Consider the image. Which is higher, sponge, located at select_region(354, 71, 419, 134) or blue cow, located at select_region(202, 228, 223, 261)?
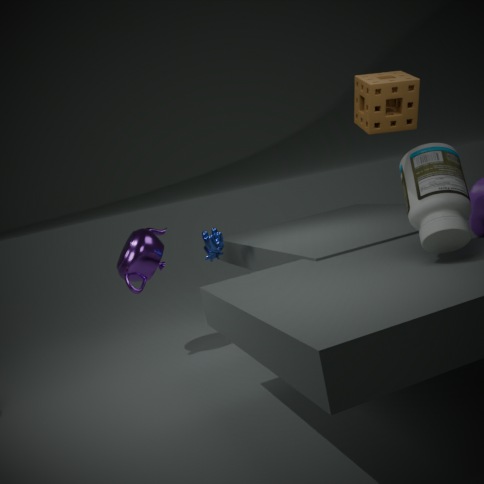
sponge, located at select_region(354, 71, 419, 134)
